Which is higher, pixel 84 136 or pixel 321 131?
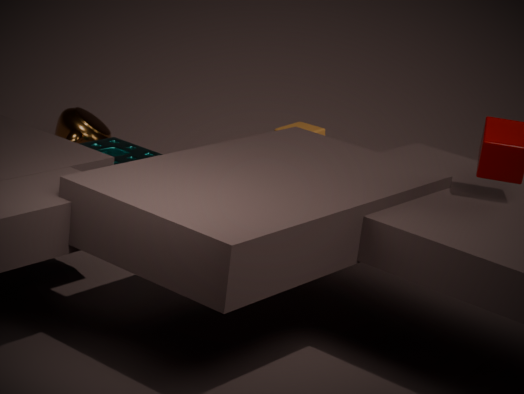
pixel 321 131
